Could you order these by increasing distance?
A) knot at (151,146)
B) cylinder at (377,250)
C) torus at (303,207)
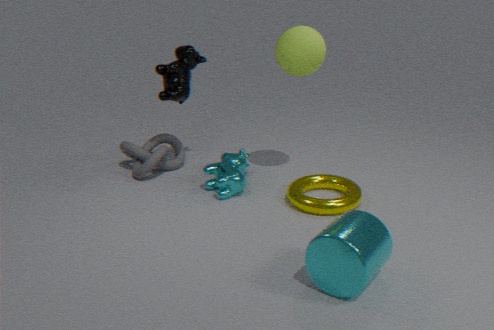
cylinder at (377,250), torus at (303,207), knot at (151,146)
